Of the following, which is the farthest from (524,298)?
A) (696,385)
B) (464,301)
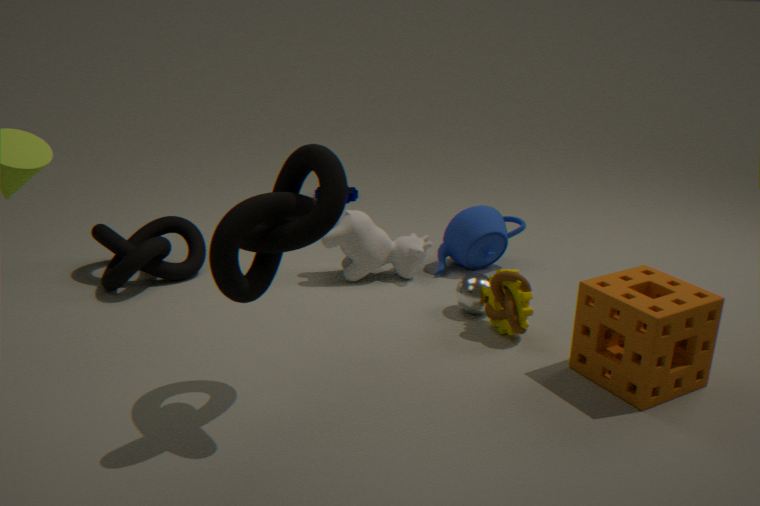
(696,385)
